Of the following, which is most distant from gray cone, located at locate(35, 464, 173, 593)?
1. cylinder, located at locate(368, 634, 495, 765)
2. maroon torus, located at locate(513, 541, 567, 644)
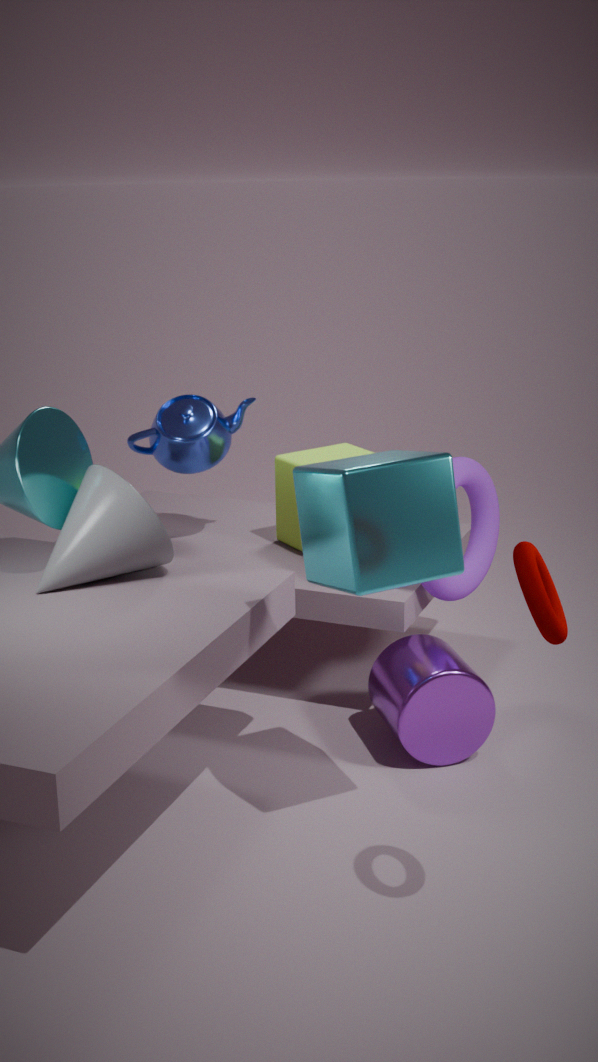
maroon torus, located at locate(513, 541, 567, 644)
